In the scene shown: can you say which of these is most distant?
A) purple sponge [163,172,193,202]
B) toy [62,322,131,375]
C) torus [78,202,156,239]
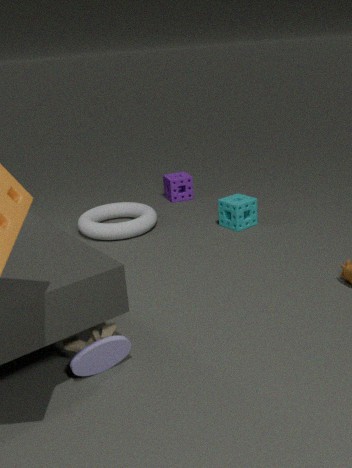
purple sponge [163,172,193,202]
